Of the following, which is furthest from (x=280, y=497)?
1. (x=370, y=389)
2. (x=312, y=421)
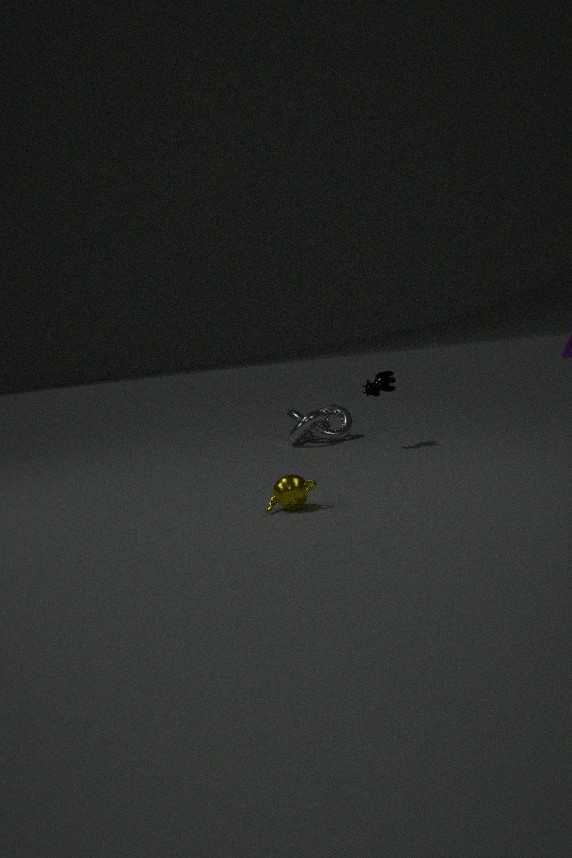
(x=312, y=421)
